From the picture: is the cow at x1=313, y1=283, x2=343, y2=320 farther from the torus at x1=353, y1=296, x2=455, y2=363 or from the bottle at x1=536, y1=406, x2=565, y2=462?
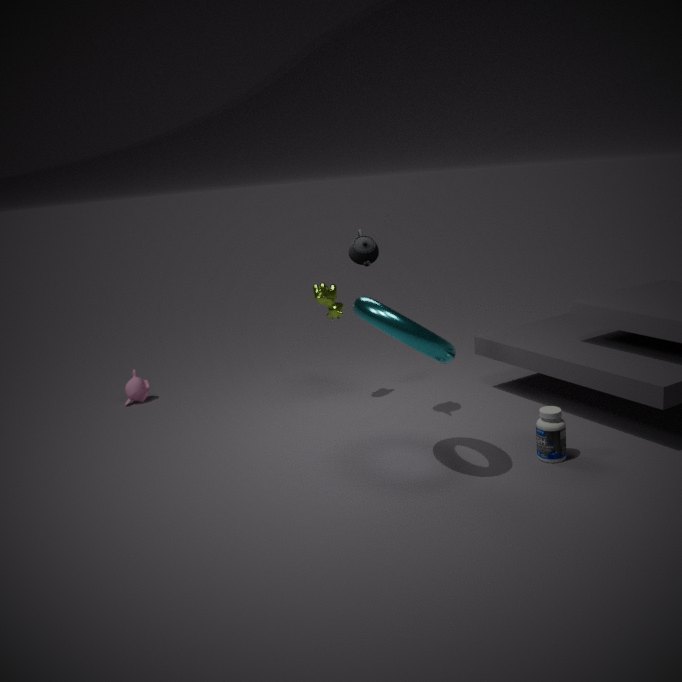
the bottle at x1=536, y1=406, x2=565, y2=462
